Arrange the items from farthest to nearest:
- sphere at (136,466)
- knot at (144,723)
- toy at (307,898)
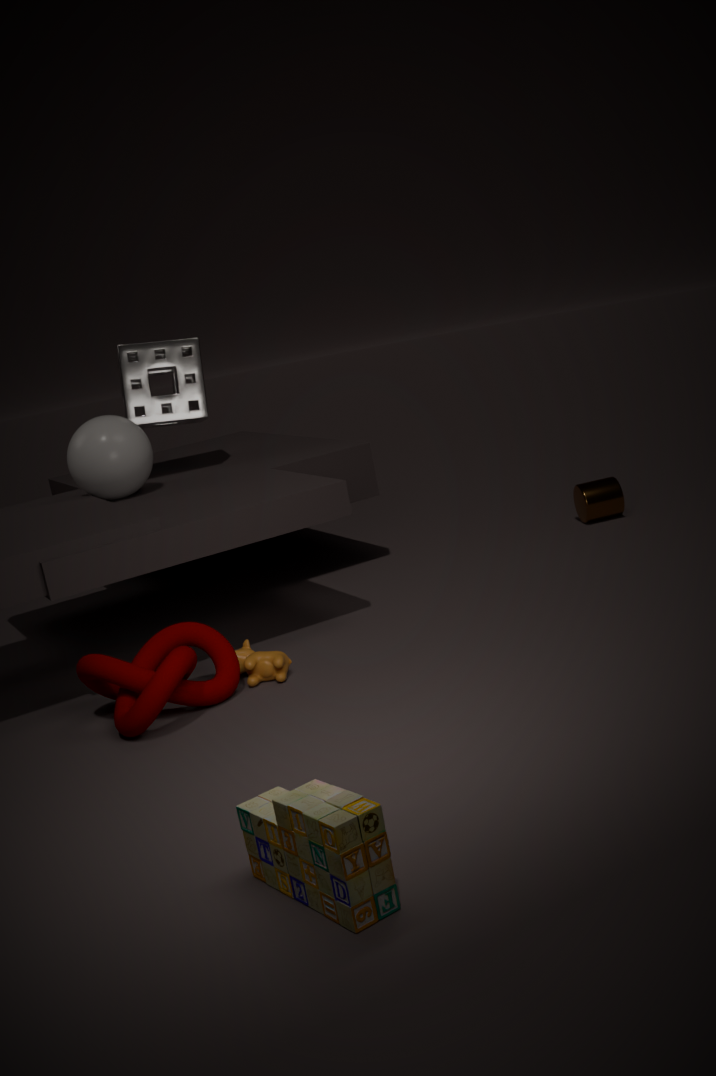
sphere at (136,466) < knot at (144,723) < toy at (307,898)
